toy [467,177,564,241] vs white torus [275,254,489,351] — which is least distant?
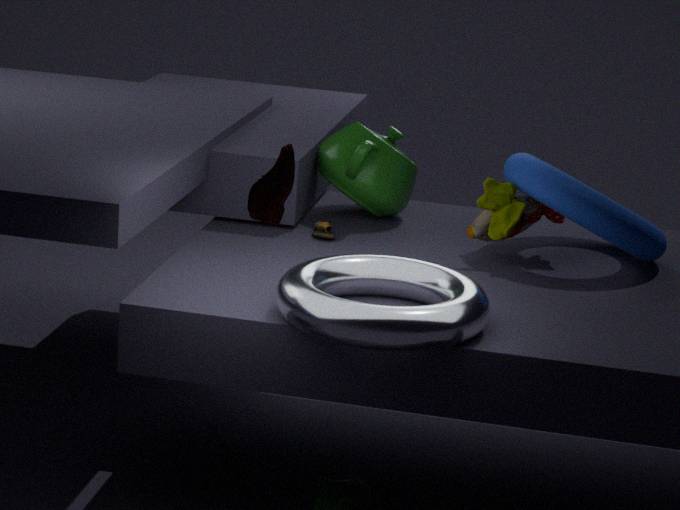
white torus [275,254,489,351]
